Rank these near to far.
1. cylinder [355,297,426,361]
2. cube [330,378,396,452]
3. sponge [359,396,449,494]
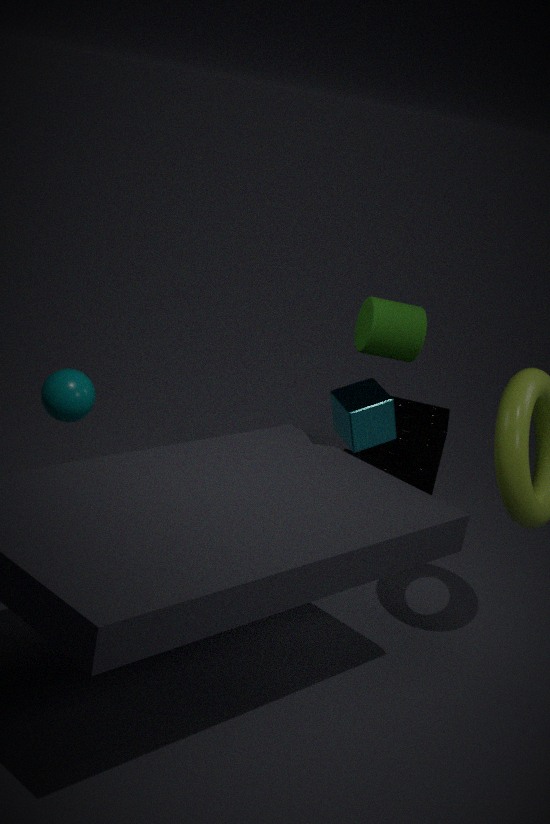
cylinder [355,297,426,361] < cube [330,378,396,452] < sponge [359,396,449,494]
